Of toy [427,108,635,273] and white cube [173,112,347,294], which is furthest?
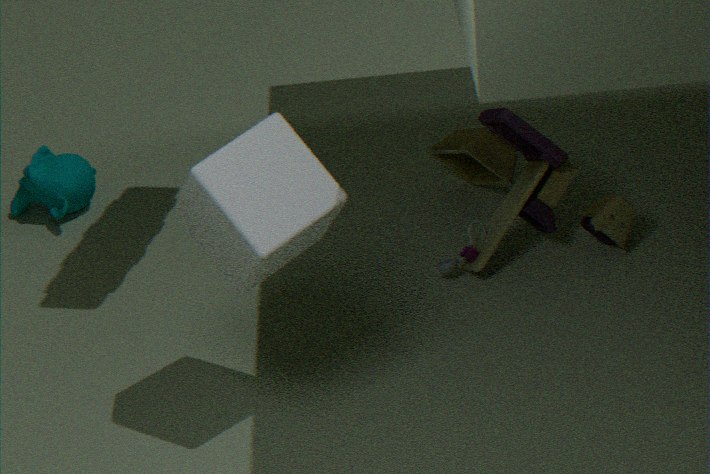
toy [427,108,635,273]
